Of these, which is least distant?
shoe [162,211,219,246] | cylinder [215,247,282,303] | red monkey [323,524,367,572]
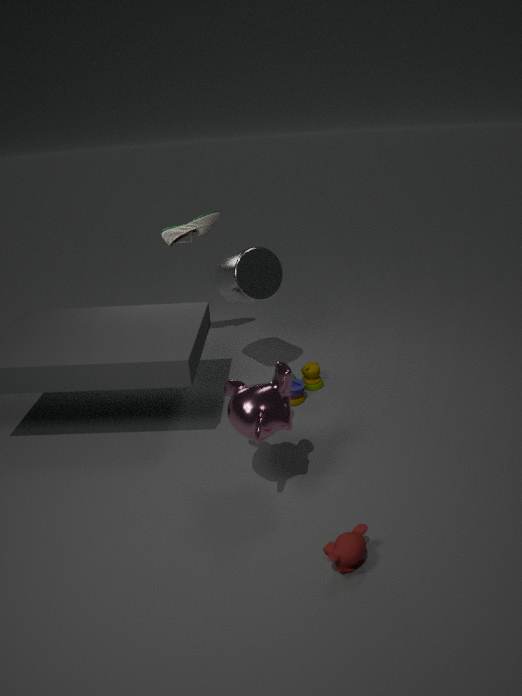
red monkey [323,524,367,572]
